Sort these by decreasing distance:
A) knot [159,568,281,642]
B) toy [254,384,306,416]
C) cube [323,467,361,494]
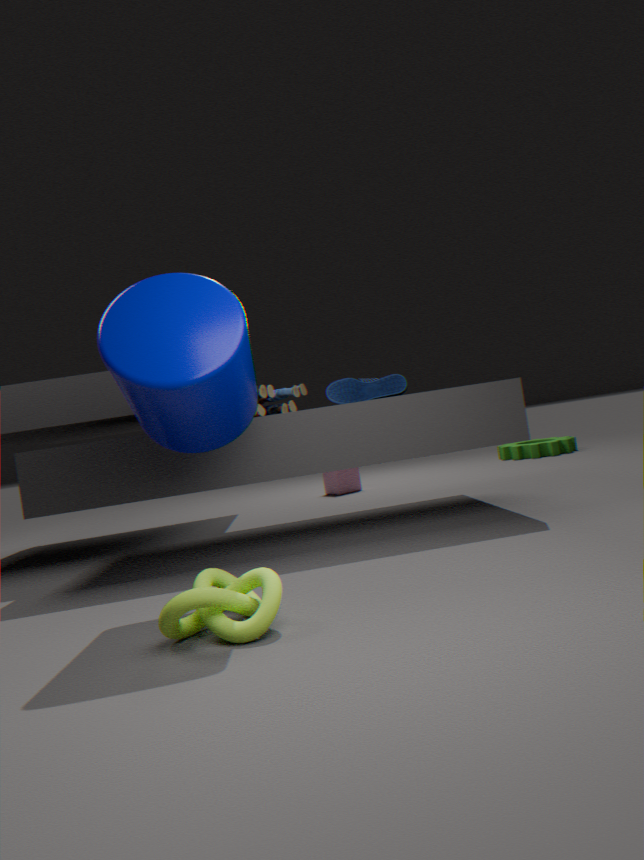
1. cube [323,467,361,494]
2. toy [254,384,306,416]
3. knot [159,568,281,642]
